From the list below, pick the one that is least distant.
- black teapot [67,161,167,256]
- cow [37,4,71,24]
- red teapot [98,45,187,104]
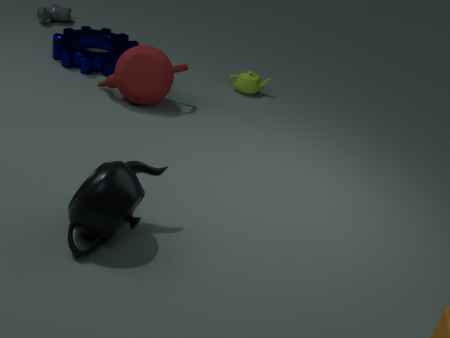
black teapot [67,161,167,256]
